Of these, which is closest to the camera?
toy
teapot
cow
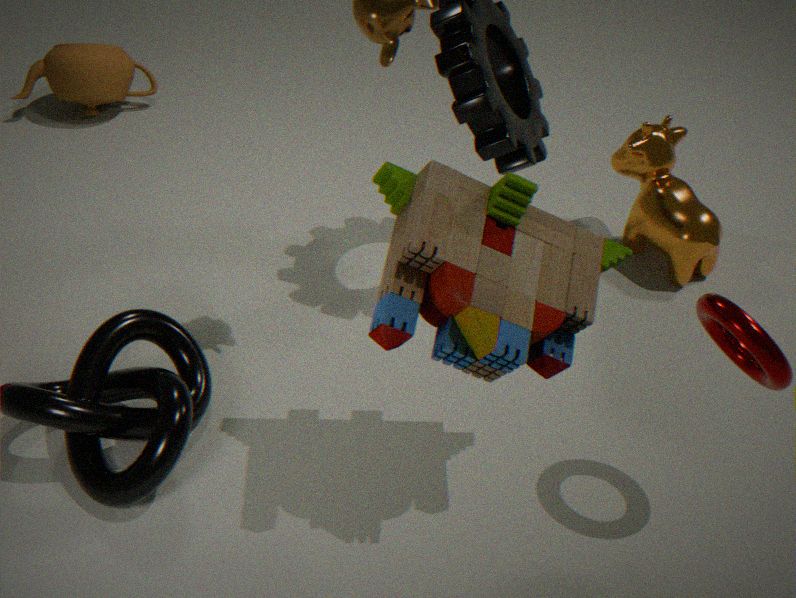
toy
